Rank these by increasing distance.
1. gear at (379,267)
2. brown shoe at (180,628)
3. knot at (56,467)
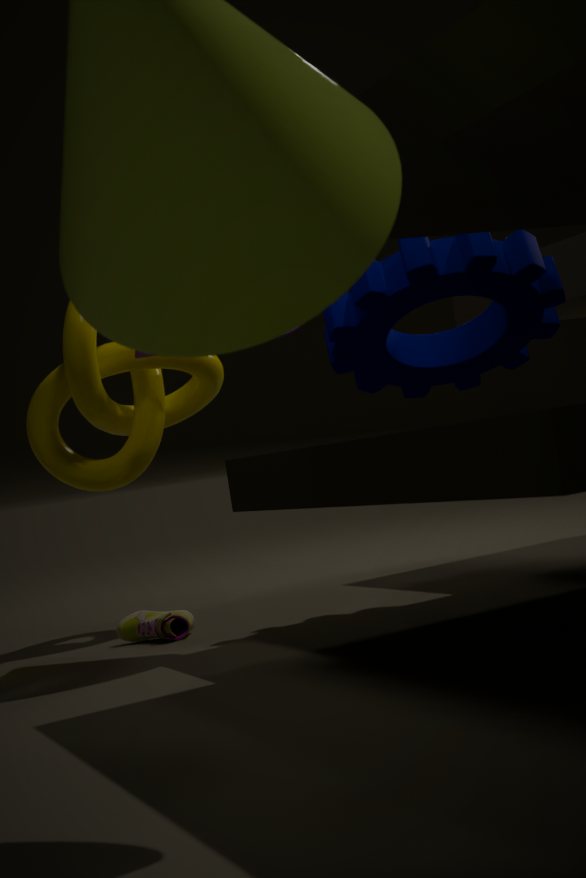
gear at (379,267)
brown shoe at (180,628)
knot at (56,467)
